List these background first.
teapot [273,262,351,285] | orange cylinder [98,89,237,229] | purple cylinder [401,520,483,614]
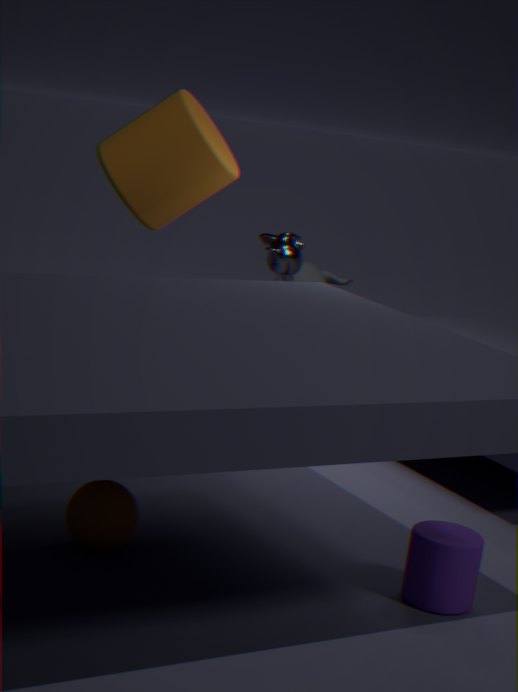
1. teapot [273,262,351,285]
2. orange cylinder [98,89,237,229]
3. purple cylinder [401,520,483,614]
